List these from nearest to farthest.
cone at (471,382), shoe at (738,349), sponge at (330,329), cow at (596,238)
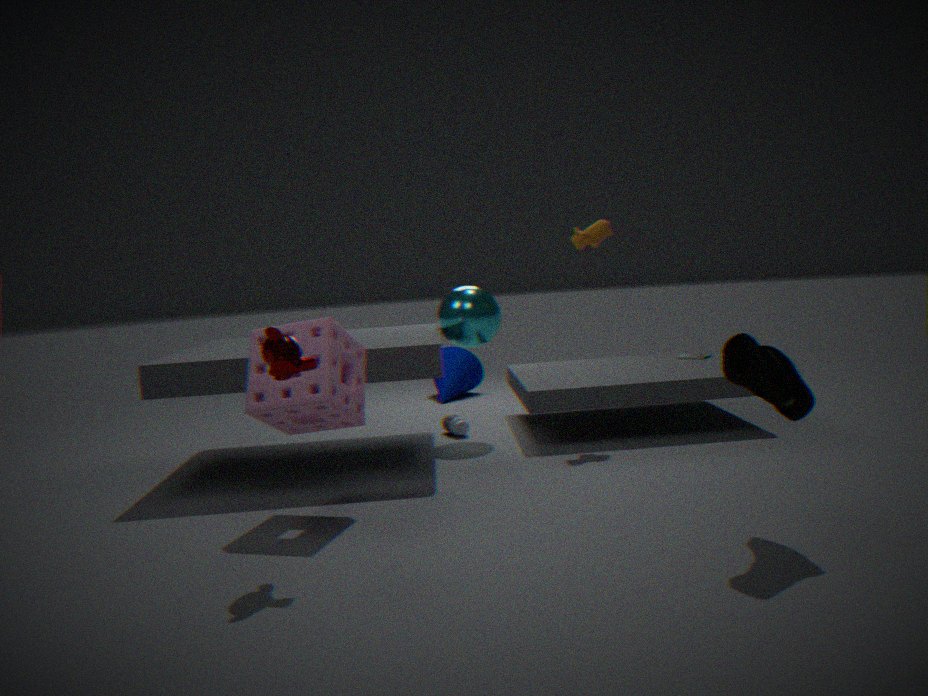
shoe at (738,349), sponge at (330,329), cow at (596,238), cone at (471,382)
